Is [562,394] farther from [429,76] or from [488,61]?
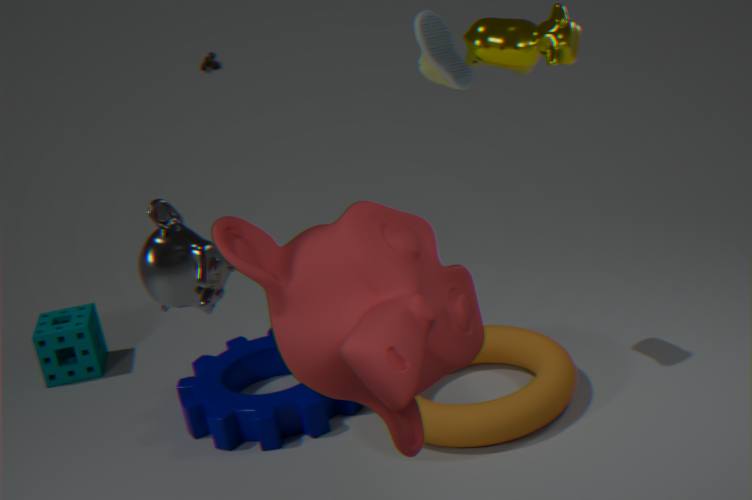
[488,61]
